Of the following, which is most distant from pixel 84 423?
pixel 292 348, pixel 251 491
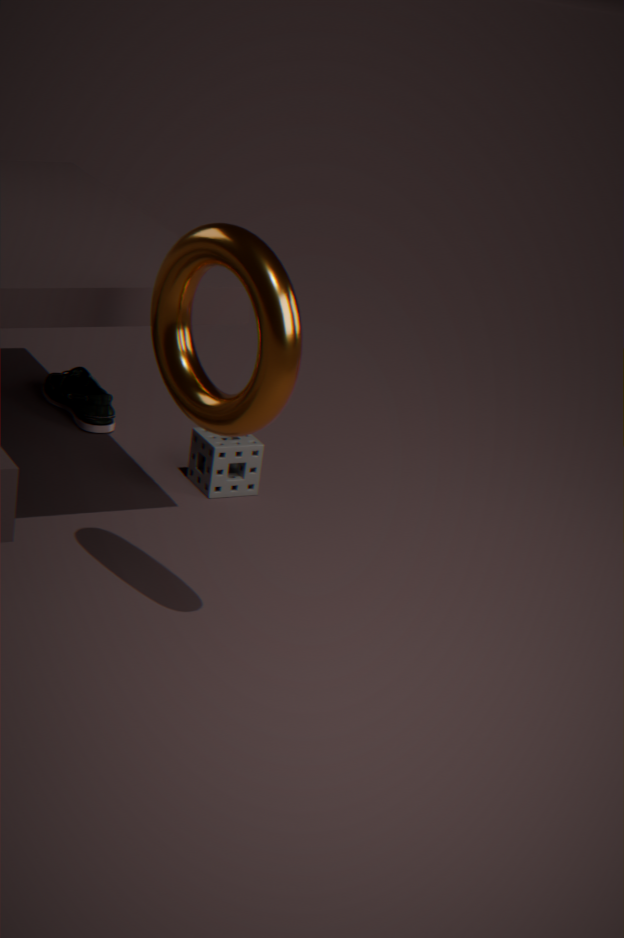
pixel 292 348
